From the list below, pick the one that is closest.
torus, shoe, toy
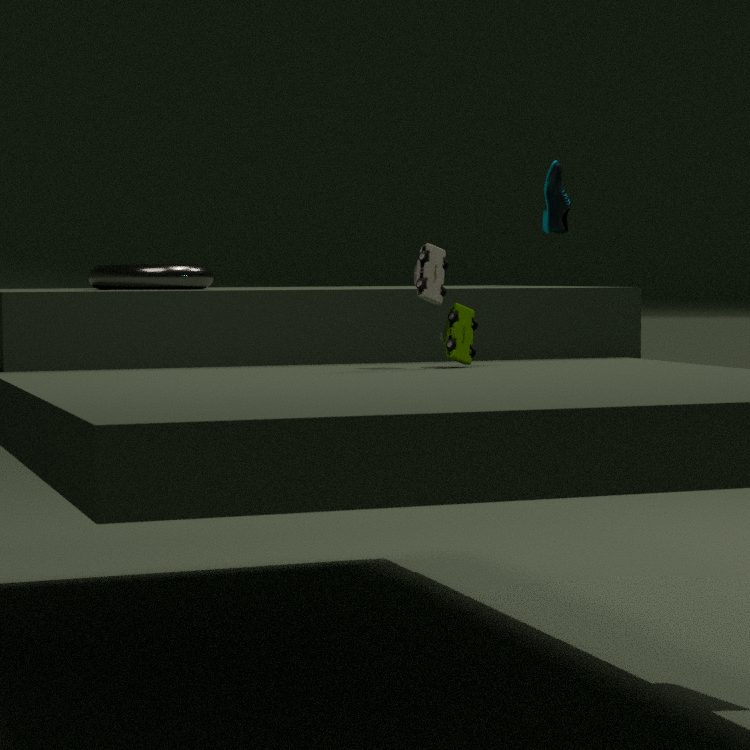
toy
